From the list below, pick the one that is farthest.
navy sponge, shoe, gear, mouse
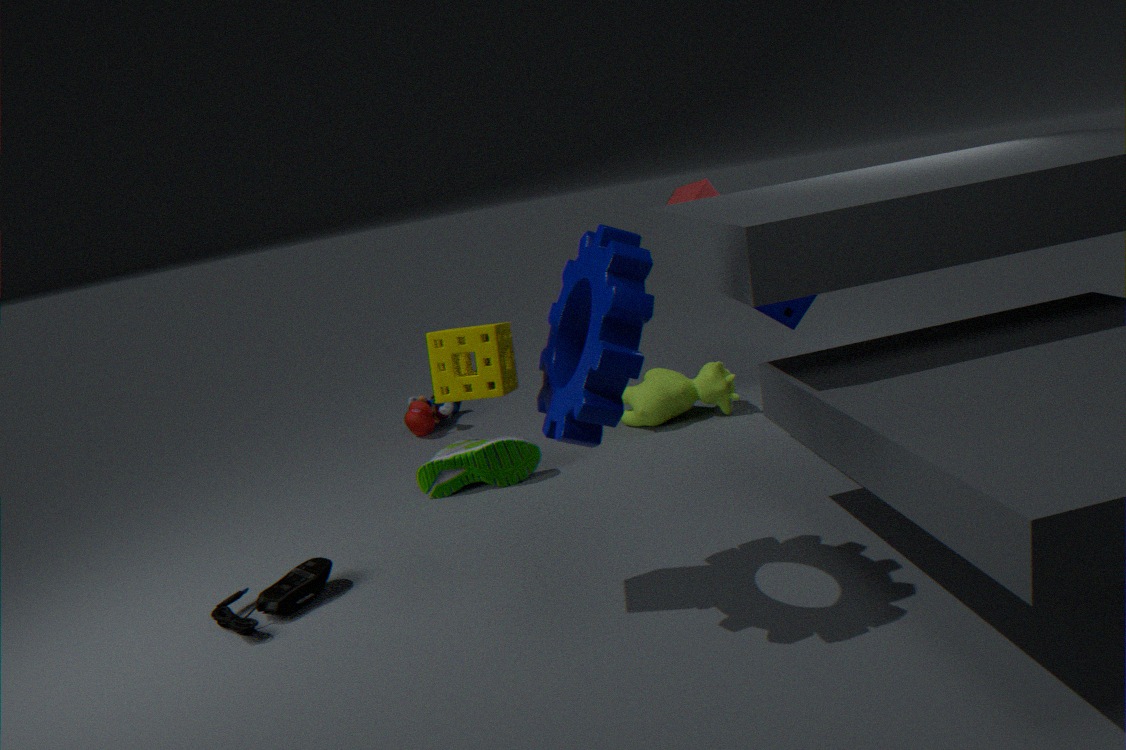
navy sponge
